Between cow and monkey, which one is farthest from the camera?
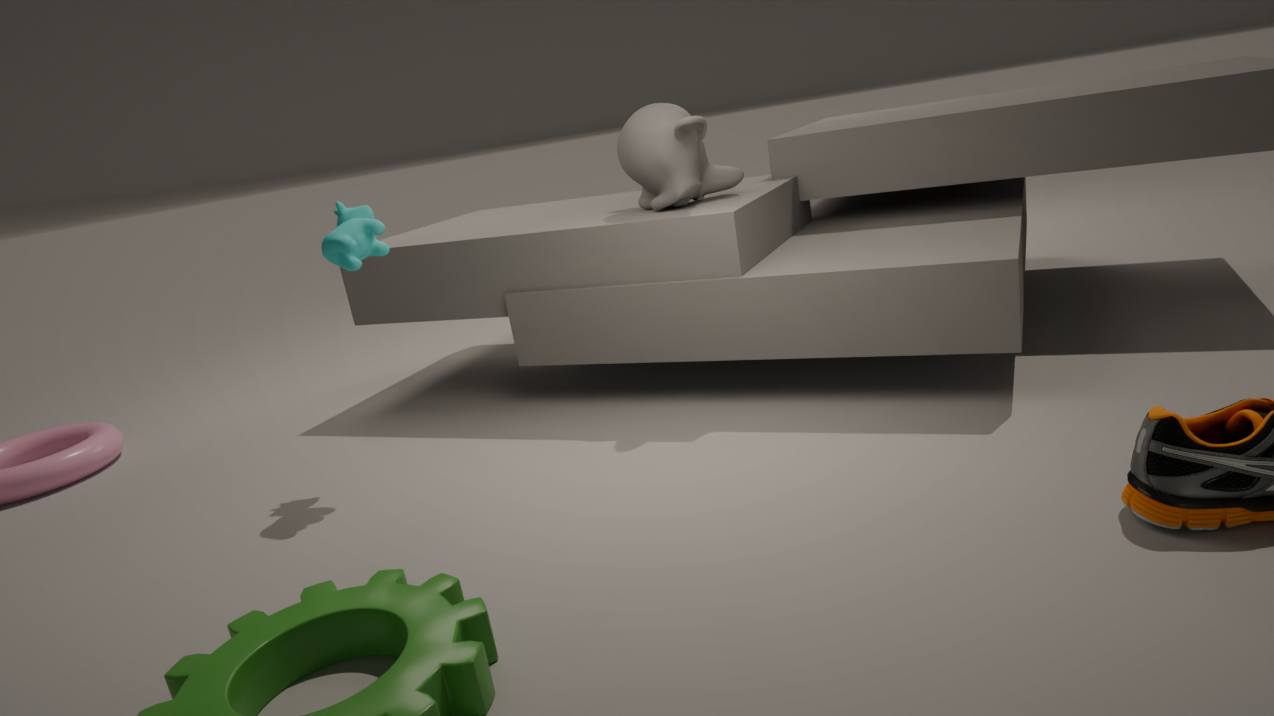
monkey
